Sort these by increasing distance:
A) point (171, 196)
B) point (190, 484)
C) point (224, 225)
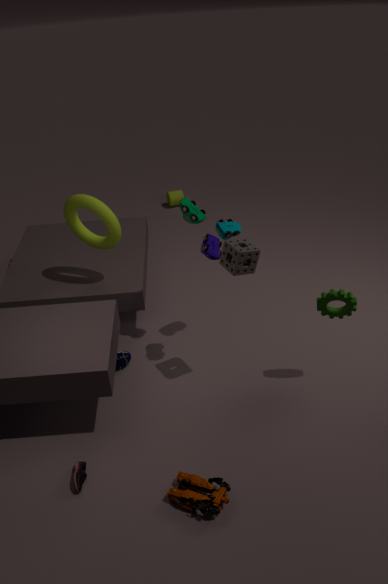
1. point (190, 484)
2. point (224, 225)
3. point (171, 196)
